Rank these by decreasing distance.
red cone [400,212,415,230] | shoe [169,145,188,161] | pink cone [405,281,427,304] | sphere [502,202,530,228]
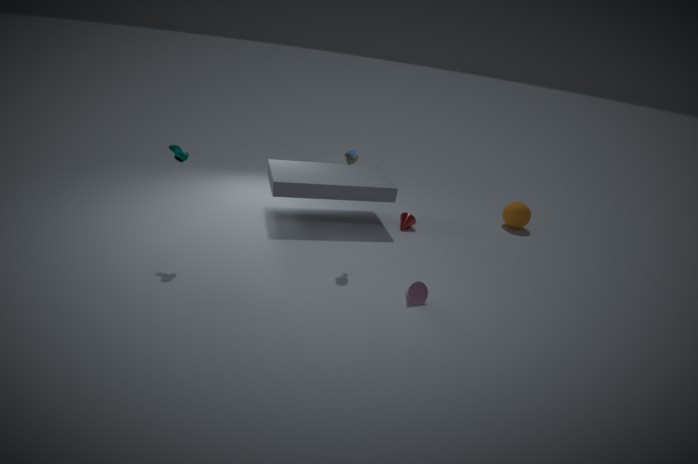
sphere [502,202,530,228] < red cone [400,212,415,230] < pink cone [405,281,427,304] < shoe [169,145,188,161]
